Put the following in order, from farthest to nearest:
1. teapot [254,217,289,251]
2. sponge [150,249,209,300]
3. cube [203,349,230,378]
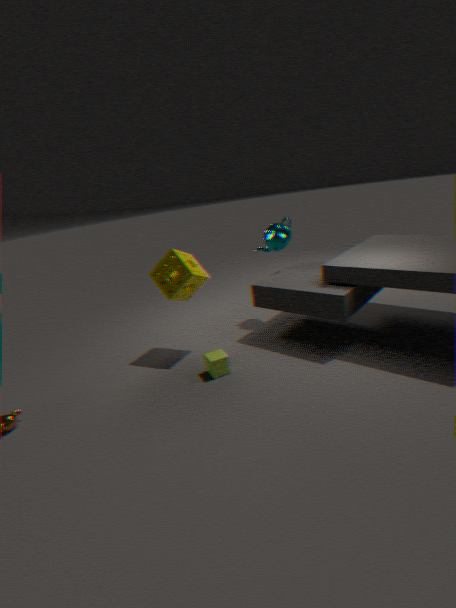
teapot [254,217,289,251] < sponge [150,249,209,300] < cube [203,349,230,378]
